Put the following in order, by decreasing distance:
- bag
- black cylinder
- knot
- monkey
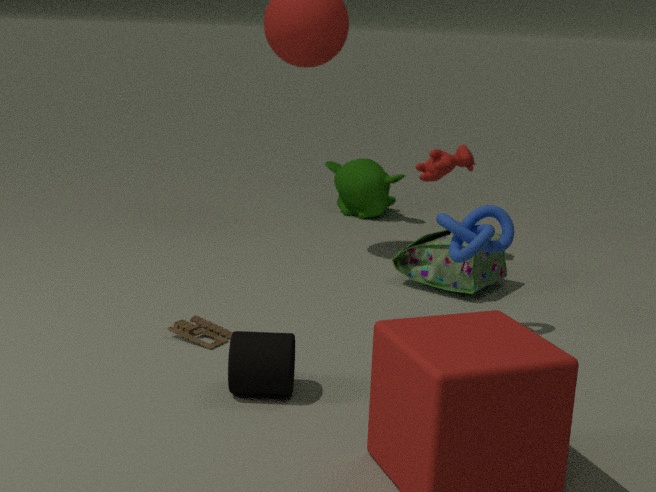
monkey < bag < knot < black cylinder
